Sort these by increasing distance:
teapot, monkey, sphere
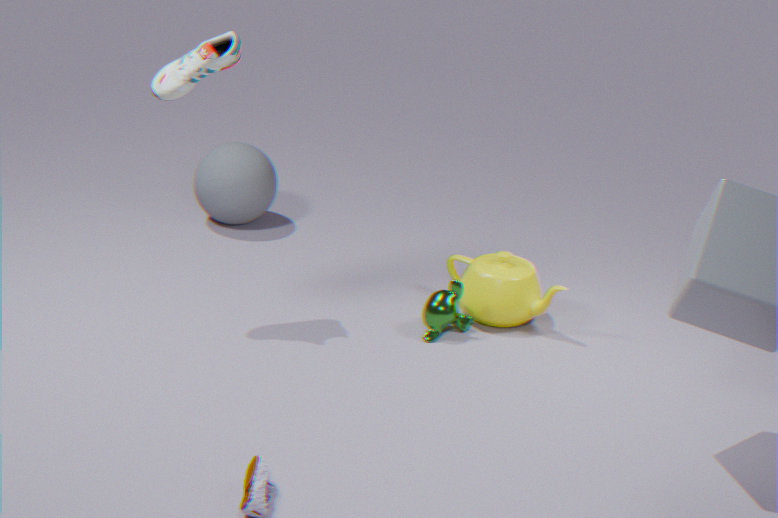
monkey, teapot, sphere
